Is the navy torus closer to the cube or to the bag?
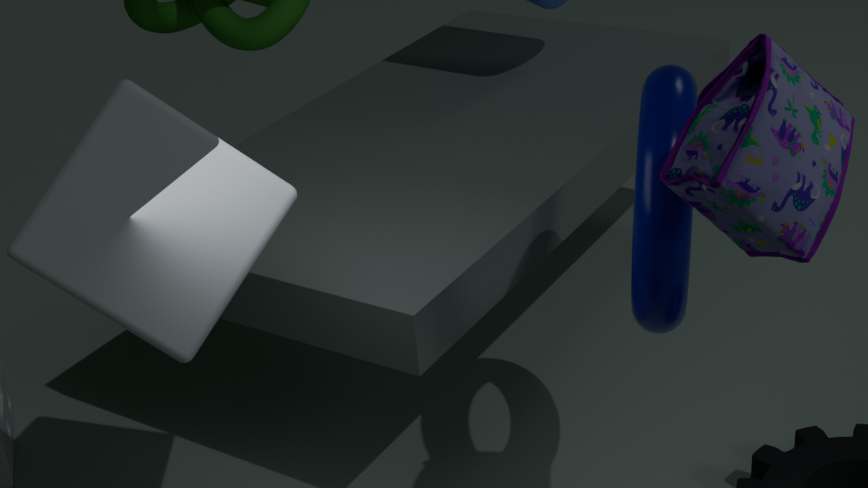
the bag
